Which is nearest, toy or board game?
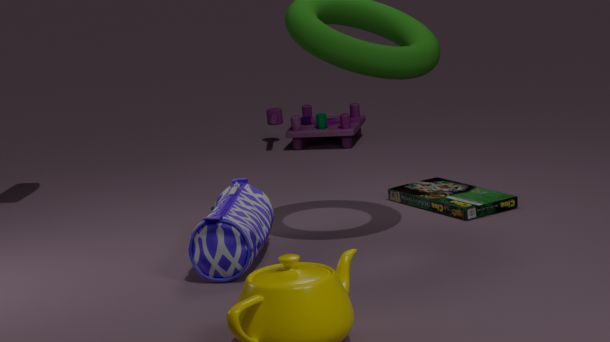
board game
